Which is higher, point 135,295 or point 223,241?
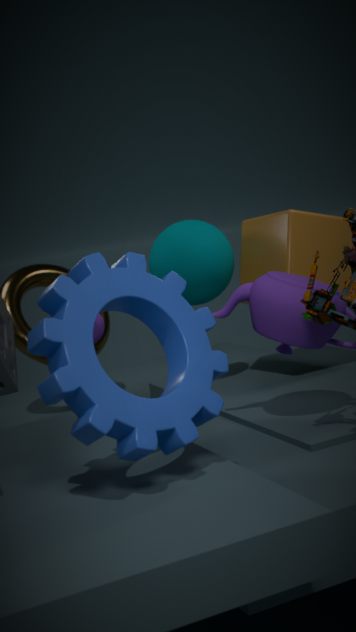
point 223,241
